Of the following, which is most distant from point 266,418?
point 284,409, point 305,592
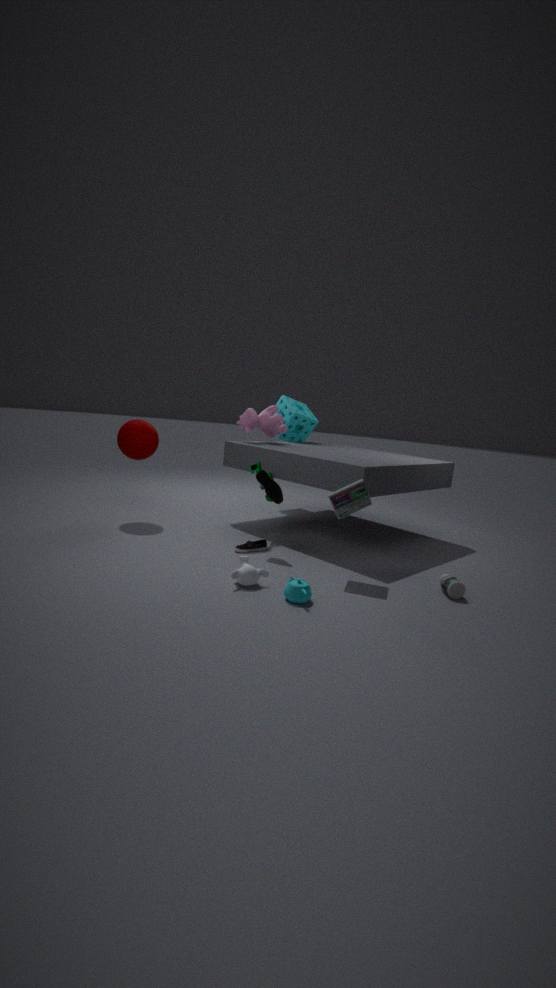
point 305,592
